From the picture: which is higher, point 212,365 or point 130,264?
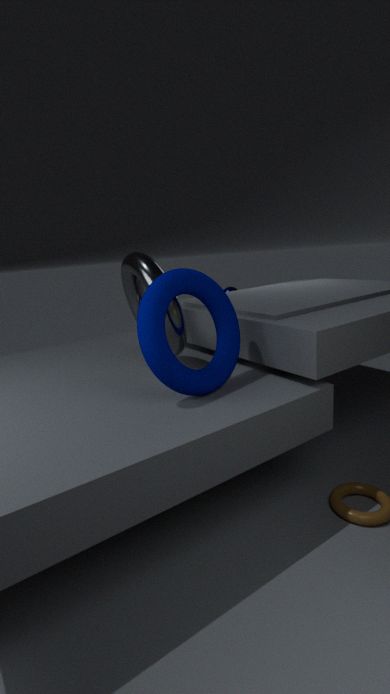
point 130,264
